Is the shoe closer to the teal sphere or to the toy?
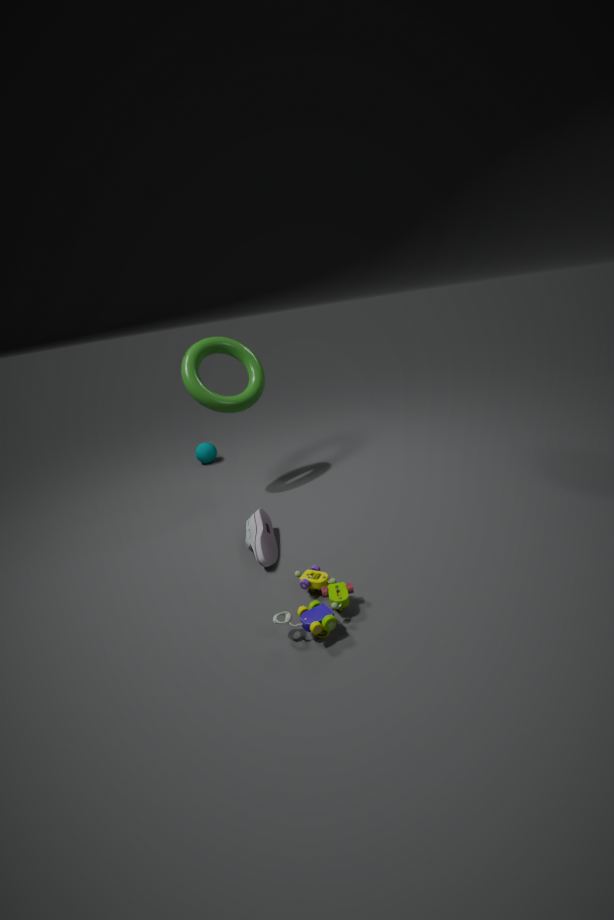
the toy
